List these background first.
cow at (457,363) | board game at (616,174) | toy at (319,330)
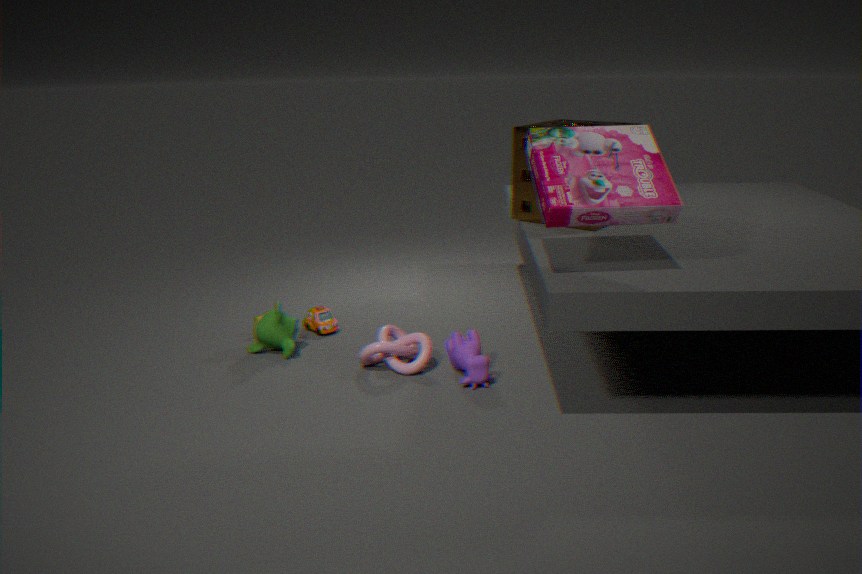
toy at (319,330) < cow at (457,363) < board game at (616,174)
